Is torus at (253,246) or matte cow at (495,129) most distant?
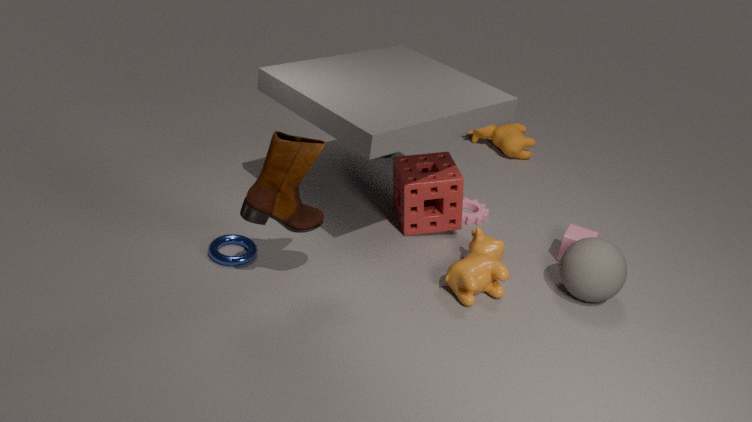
matte cow at (495,129)
